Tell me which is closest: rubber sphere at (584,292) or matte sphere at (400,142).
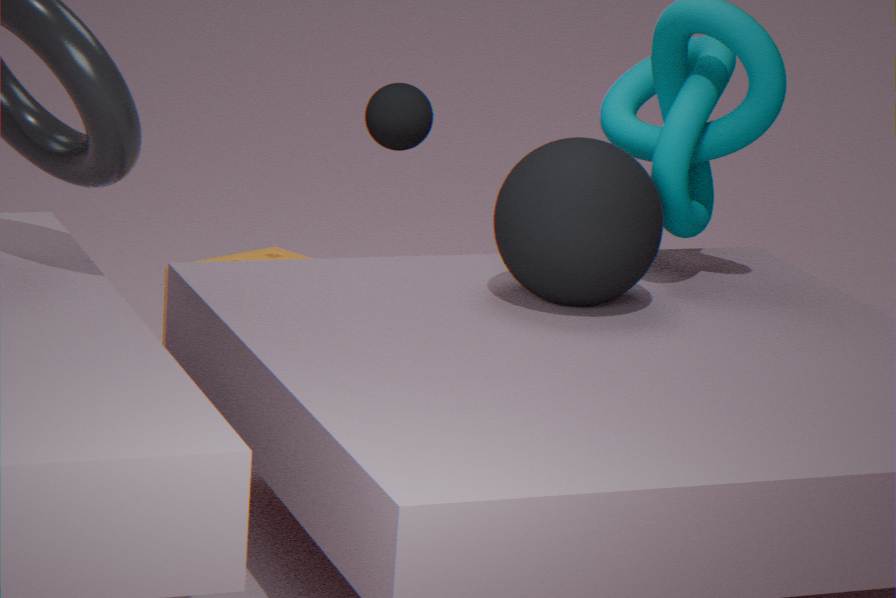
rubber sphere at (584,292)
